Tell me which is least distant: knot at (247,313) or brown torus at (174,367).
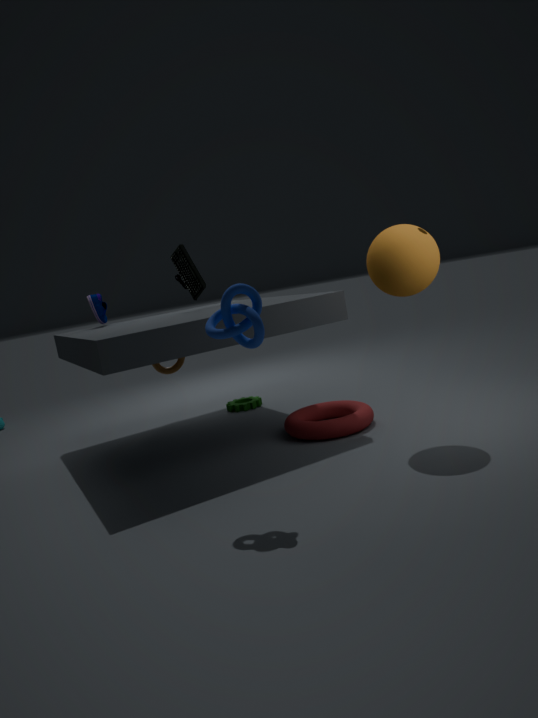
knot at (247,313)
